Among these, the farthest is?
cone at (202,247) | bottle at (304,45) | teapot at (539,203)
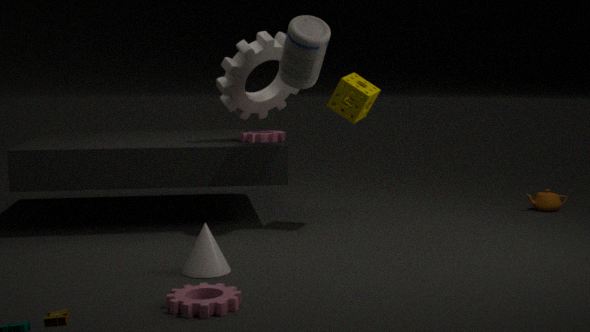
teapot at (539,203)
